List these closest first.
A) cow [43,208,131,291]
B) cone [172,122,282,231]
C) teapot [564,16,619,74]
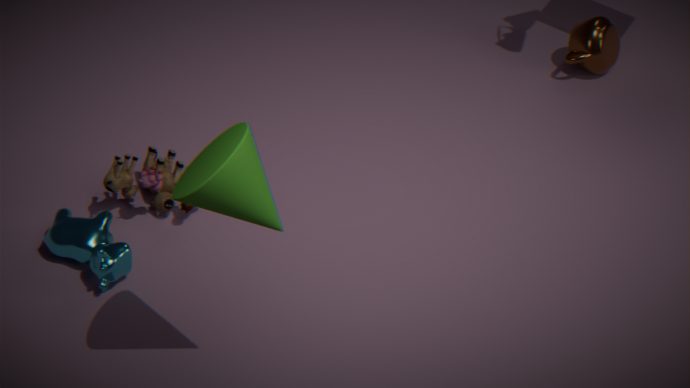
cone [172,122,282,231]
cow [43,208,131,291]
teapot [564,16,619,74]
